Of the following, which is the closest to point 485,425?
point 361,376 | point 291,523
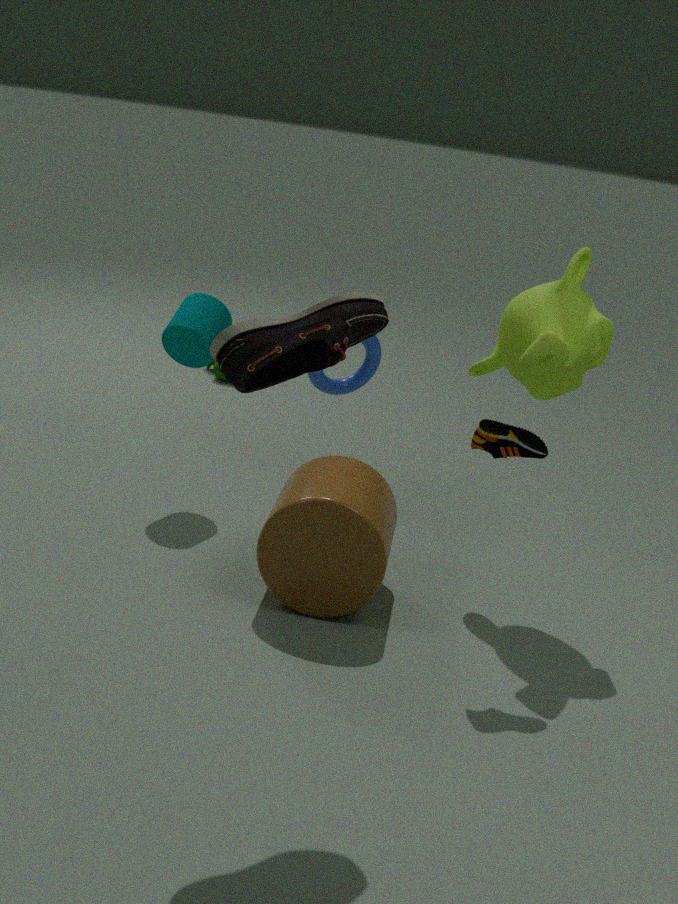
point 291,523
